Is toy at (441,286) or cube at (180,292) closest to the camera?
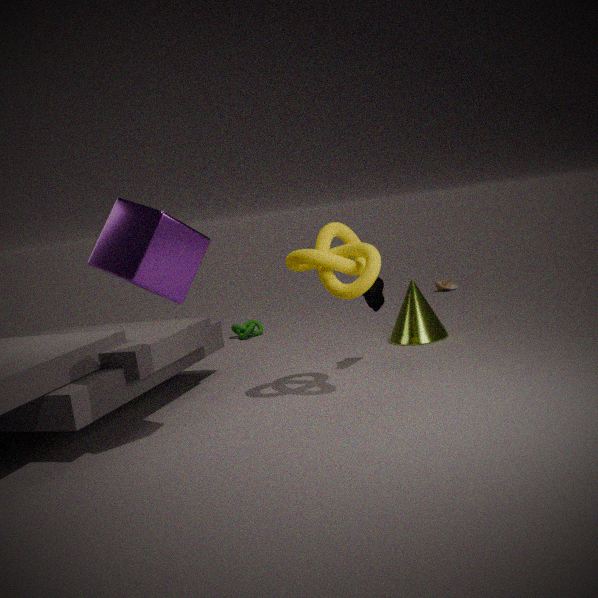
cube at (180,292)
